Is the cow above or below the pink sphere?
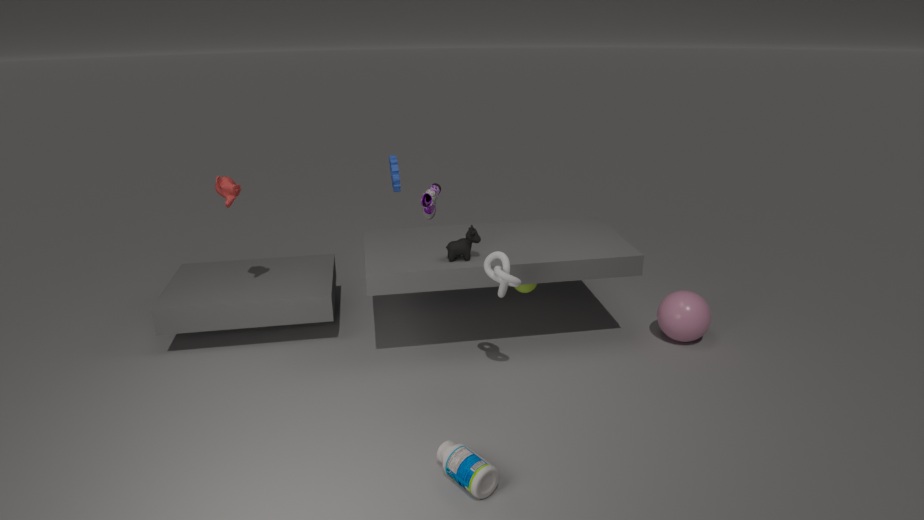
above
